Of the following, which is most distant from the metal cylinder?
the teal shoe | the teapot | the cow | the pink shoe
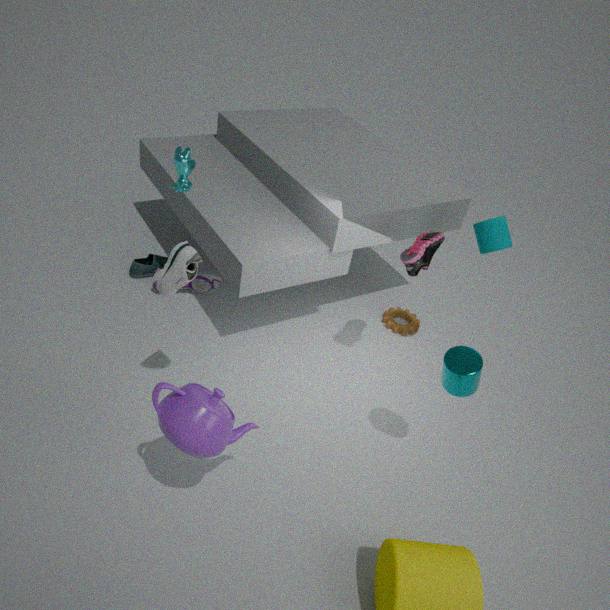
the teal shoe
